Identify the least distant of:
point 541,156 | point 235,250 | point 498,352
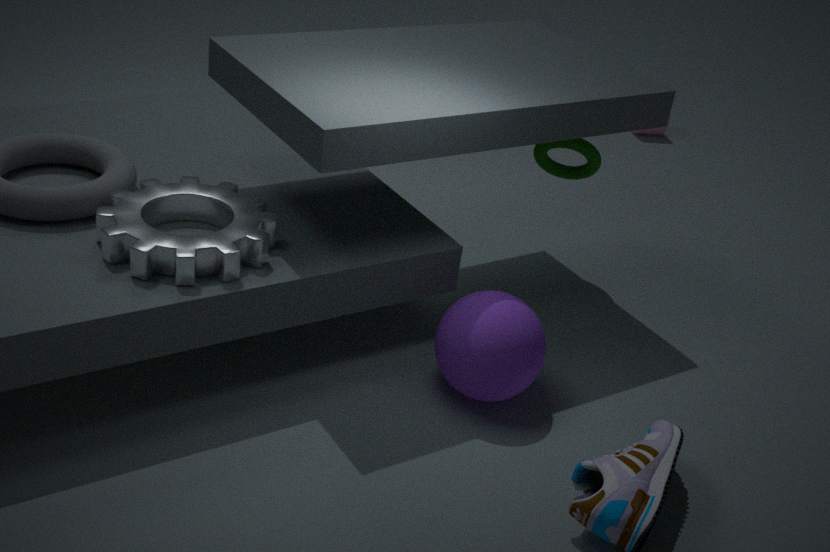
point 235,250
